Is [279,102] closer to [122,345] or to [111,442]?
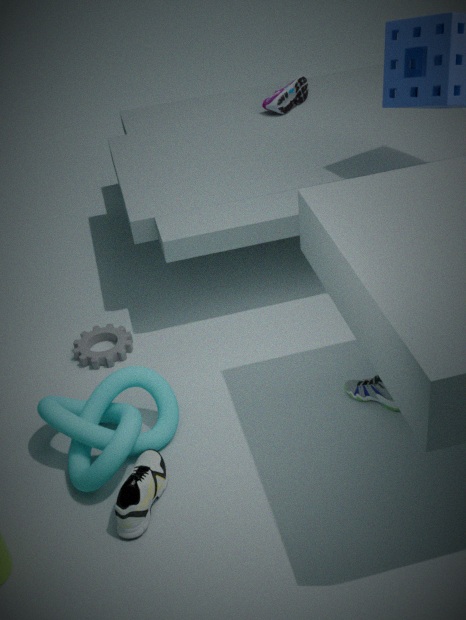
[122,345]
